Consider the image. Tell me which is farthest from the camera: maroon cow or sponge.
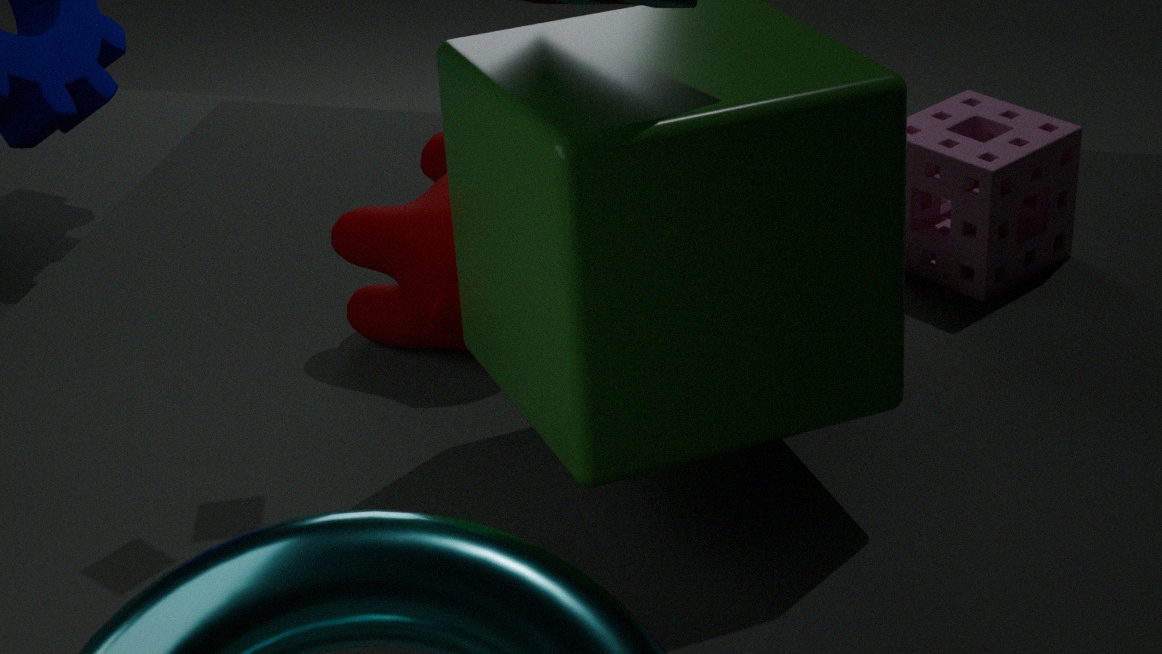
sponge
